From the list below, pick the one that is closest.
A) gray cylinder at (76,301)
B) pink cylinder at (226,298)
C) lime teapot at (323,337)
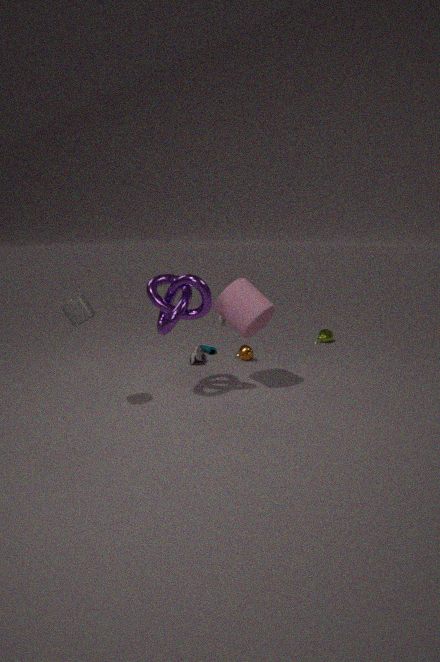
gray cylinder at (76,301)
